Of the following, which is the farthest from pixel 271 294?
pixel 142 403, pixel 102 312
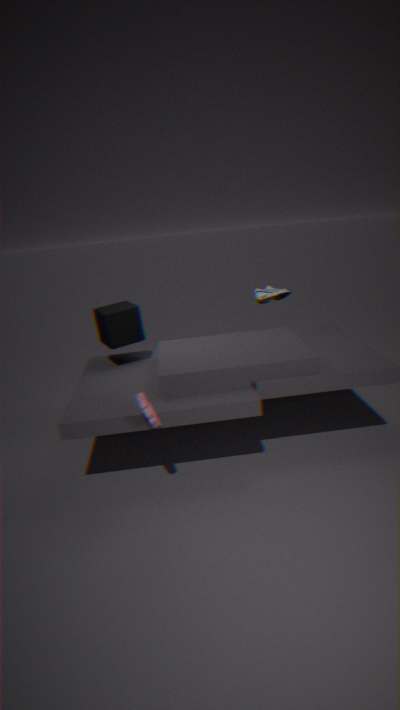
pixel 142 403
